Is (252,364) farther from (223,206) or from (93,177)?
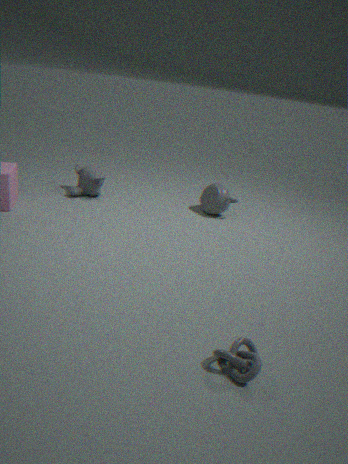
(93,177)
